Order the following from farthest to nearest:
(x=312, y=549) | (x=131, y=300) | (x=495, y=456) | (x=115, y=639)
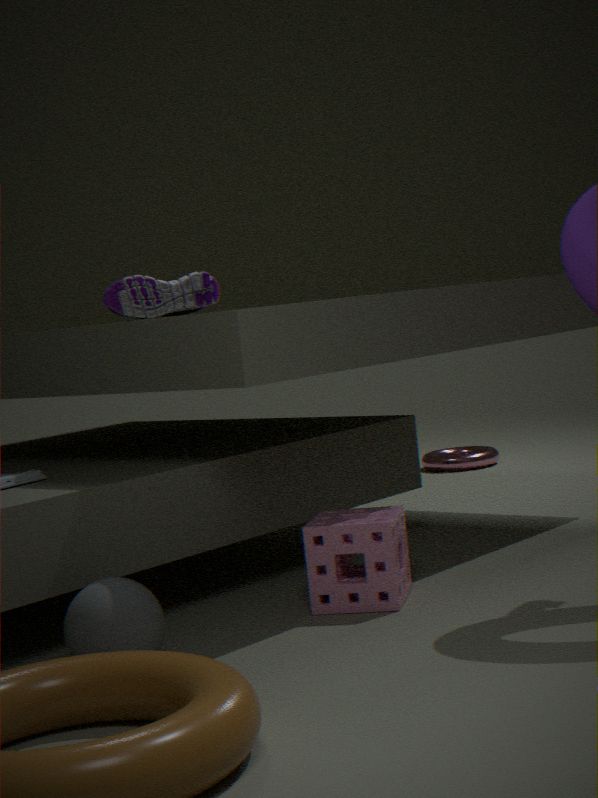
(x=495, y=456), (x=131, y=300), (x=312, y=549), (x=115, y=639)
